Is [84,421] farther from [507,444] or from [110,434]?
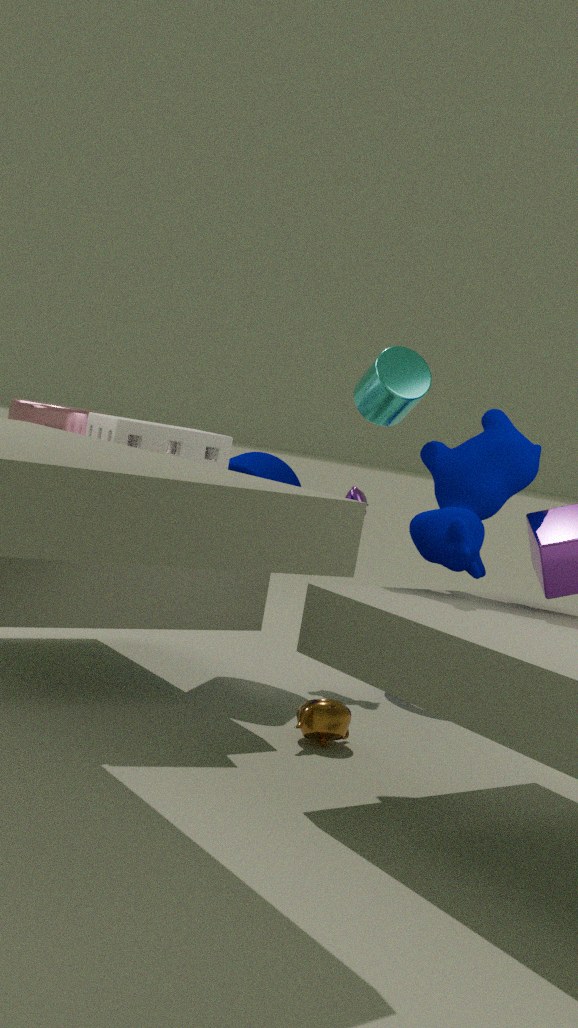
[507,444]
